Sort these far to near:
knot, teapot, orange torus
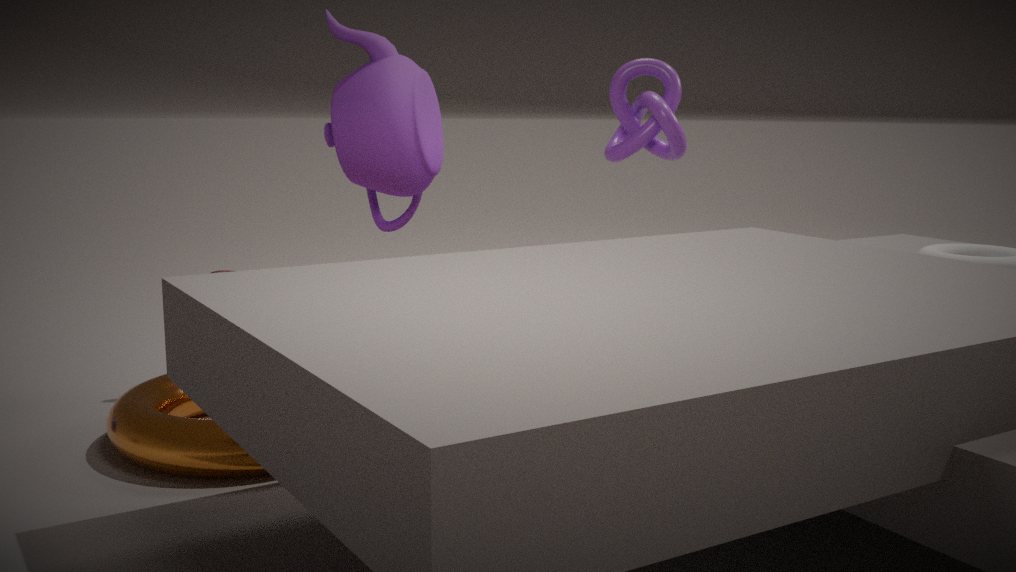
knot
teapot
orange torus
